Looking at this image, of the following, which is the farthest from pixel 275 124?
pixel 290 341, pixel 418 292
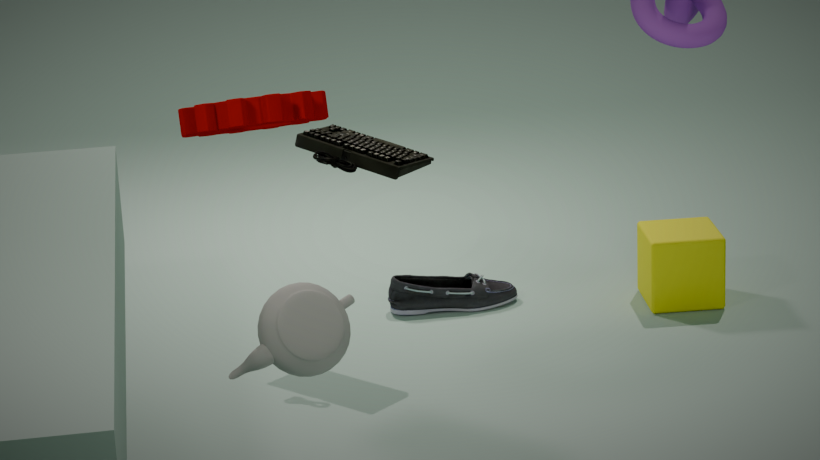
pixel 418 292
